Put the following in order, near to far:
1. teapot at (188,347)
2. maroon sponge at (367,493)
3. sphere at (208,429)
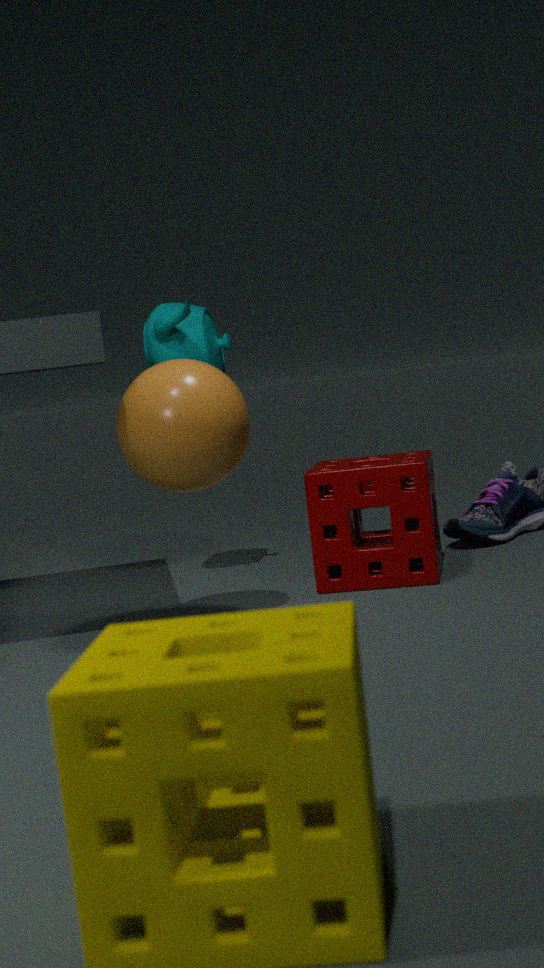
1. sphere at (208,429)
2. maroon sponge at (367,493)
3. teapot at (188,347)
